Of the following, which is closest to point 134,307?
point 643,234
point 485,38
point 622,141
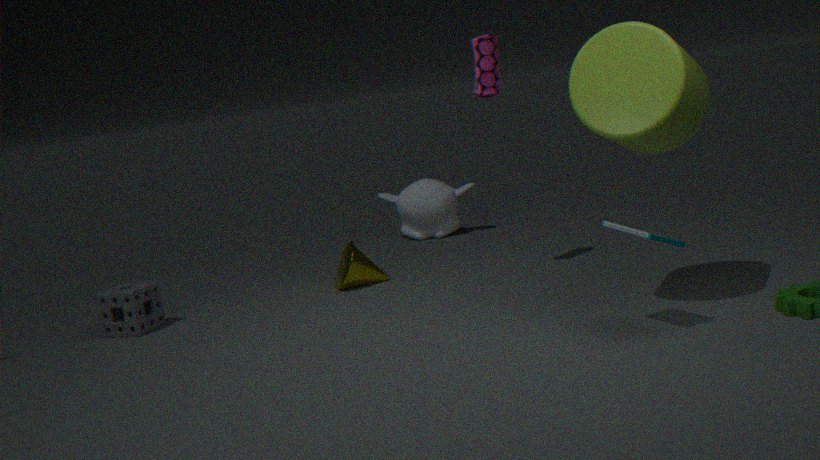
point 485,38
